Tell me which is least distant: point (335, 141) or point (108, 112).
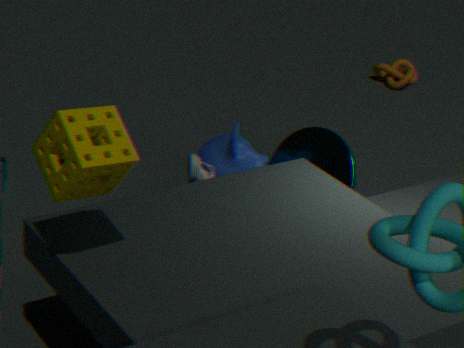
point (108, 112)
